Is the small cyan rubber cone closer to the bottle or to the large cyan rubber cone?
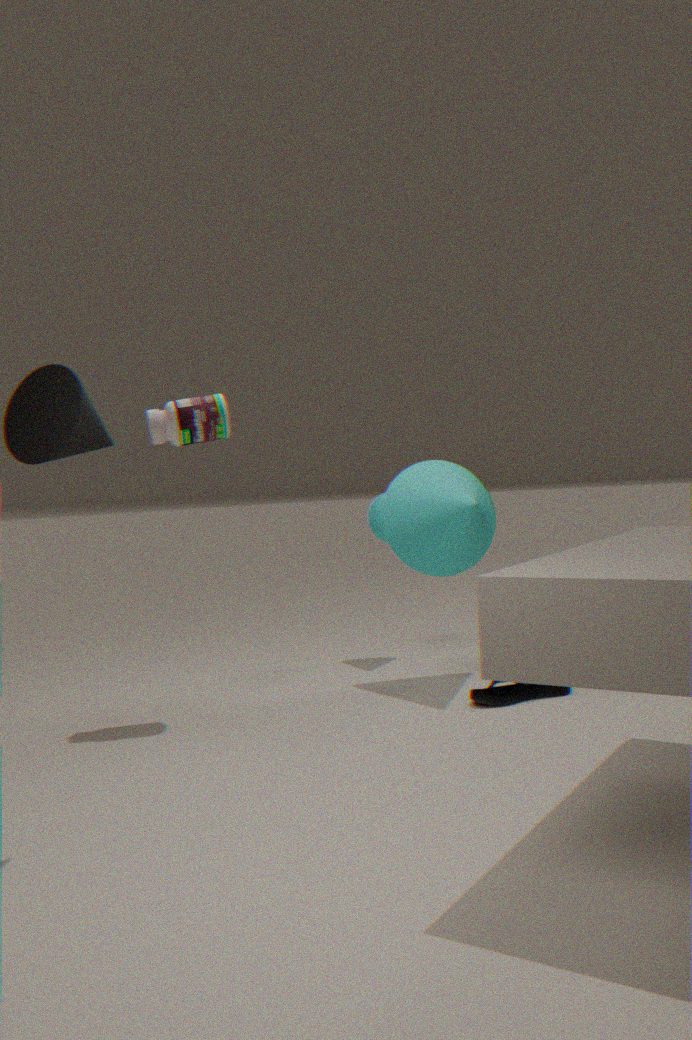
the large cyan rubber cone
